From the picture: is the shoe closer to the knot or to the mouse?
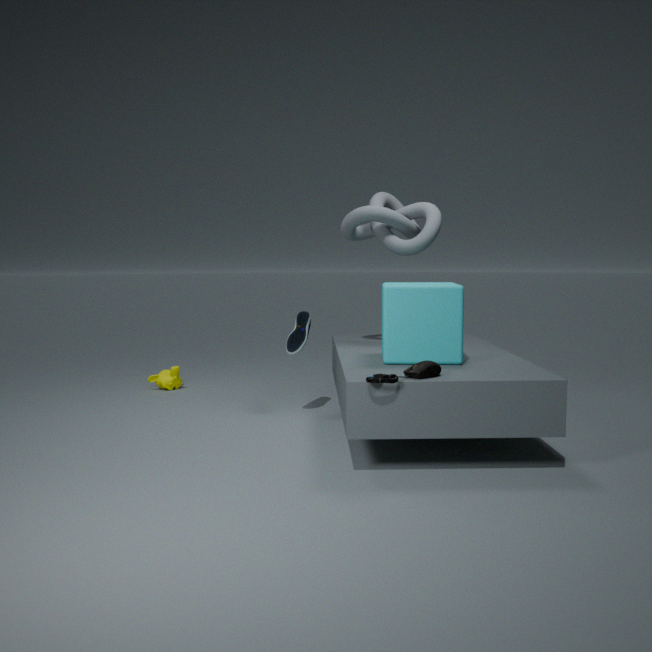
the knot
